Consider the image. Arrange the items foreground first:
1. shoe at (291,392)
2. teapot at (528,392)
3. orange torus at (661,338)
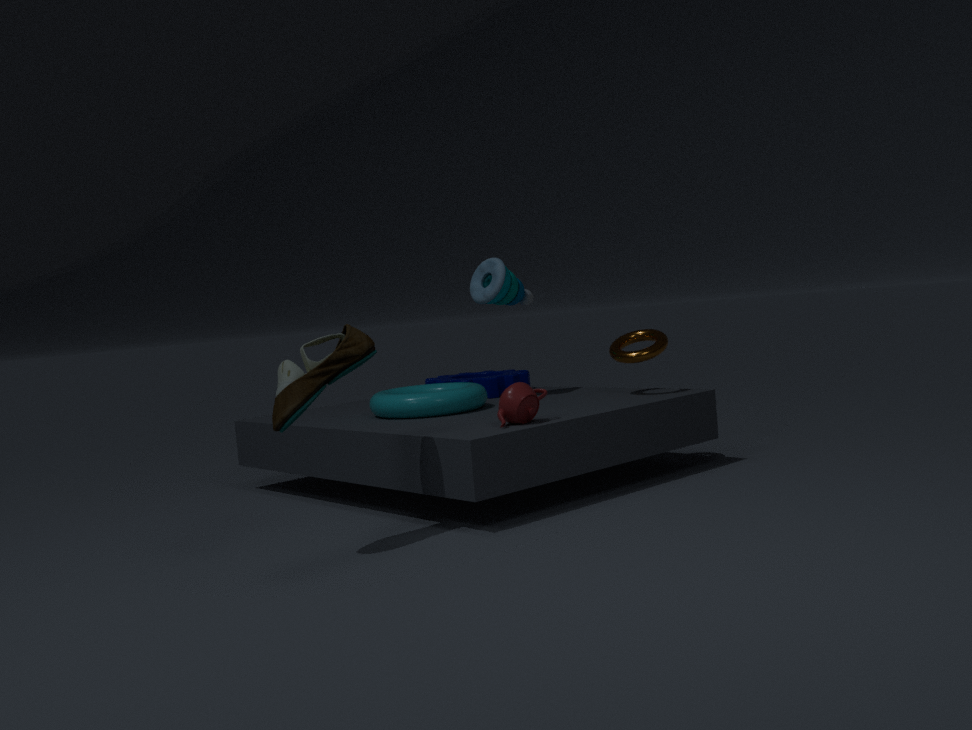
shoe at (291,392)
teapot at (528,392)
orange torus at (661,338)
